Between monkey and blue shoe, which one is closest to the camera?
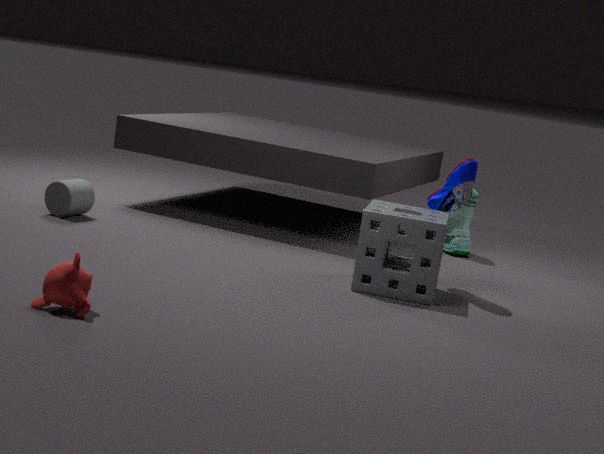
monkey
